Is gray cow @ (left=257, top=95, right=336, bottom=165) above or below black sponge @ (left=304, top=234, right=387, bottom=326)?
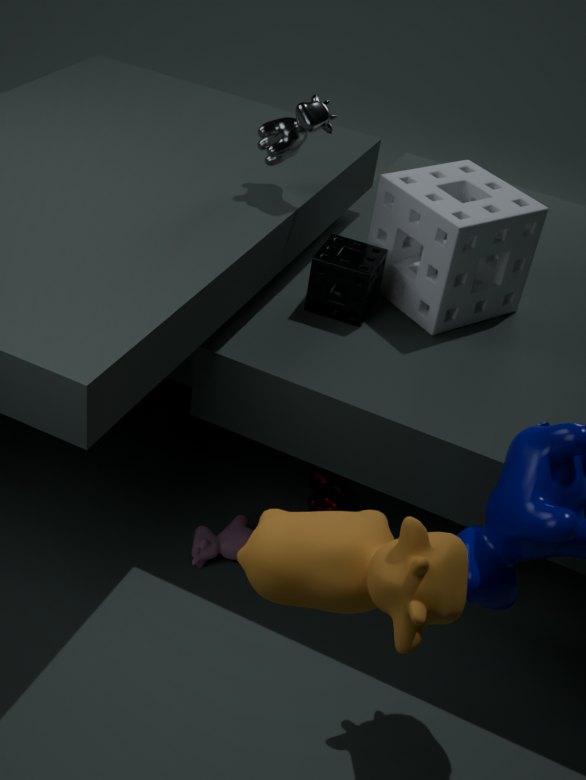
above
